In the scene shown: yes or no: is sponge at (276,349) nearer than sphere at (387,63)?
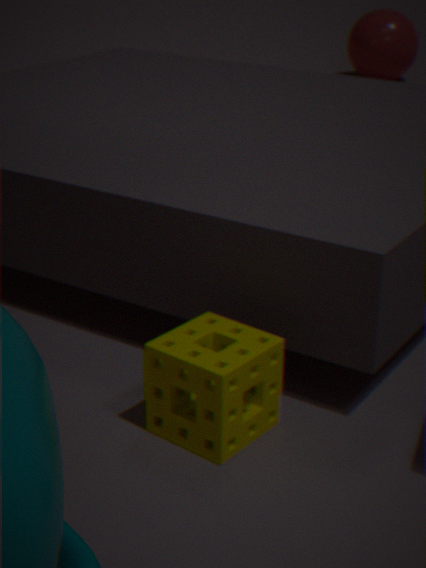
Yes
